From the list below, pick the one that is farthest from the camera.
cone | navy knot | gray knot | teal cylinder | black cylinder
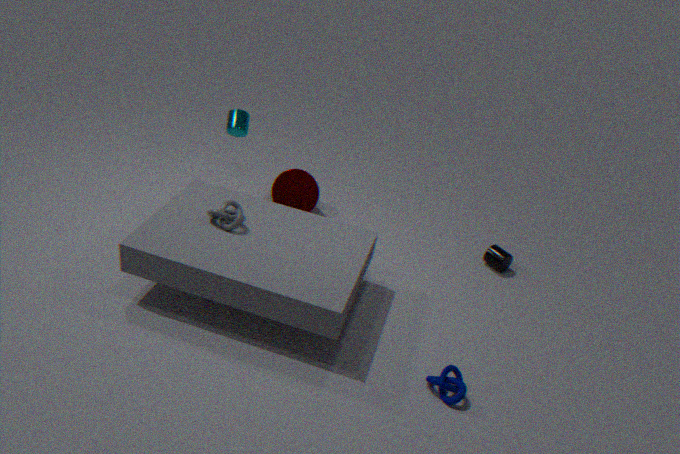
cone
